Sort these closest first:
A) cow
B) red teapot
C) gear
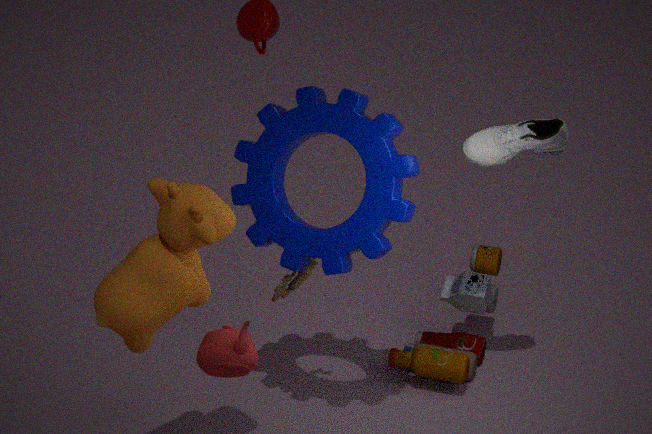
cow < red teapot < gear
